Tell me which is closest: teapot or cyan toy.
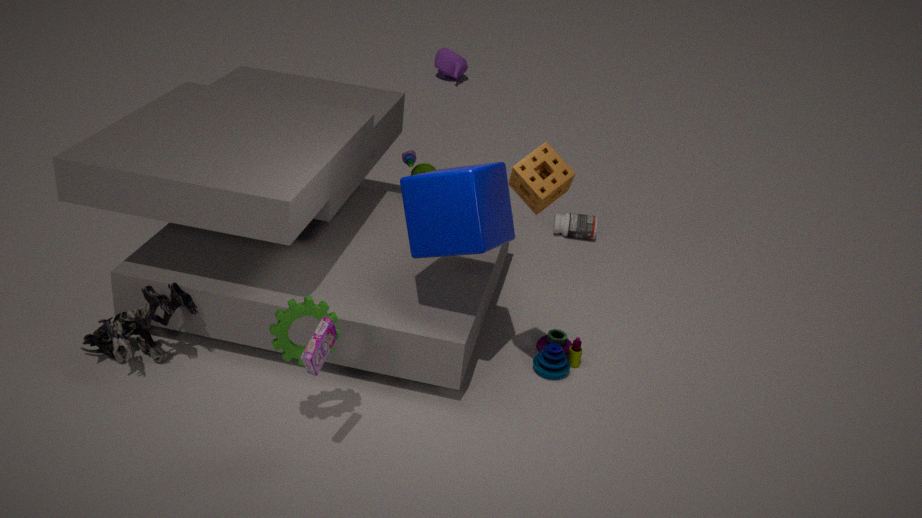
cyan toy
